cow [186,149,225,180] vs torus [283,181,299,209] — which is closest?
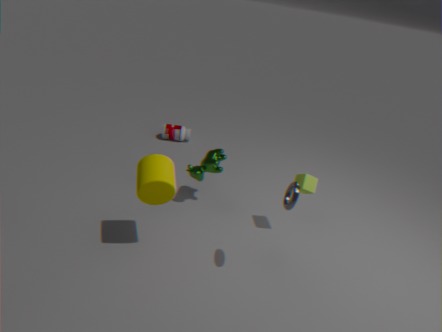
torus [283,181,299,209]
